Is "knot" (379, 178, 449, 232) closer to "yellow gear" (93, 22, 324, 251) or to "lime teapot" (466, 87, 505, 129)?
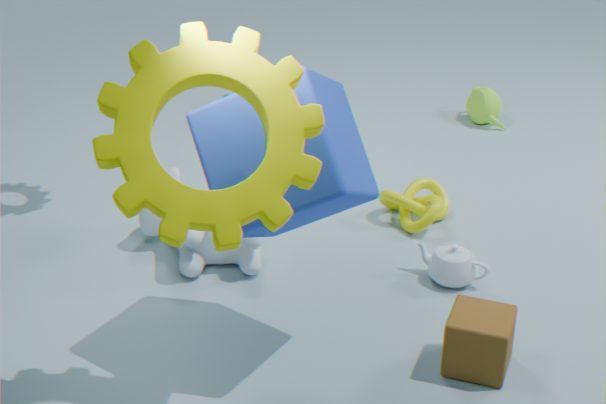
"lime teapot" (466, 87, 505, 129)
